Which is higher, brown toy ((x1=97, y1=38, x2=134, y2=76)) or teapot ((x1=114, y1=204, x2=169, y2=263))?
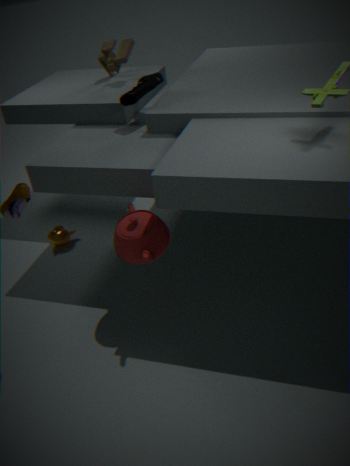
brown toy ((x1=97, y1=38, x2=134, y2=76))
